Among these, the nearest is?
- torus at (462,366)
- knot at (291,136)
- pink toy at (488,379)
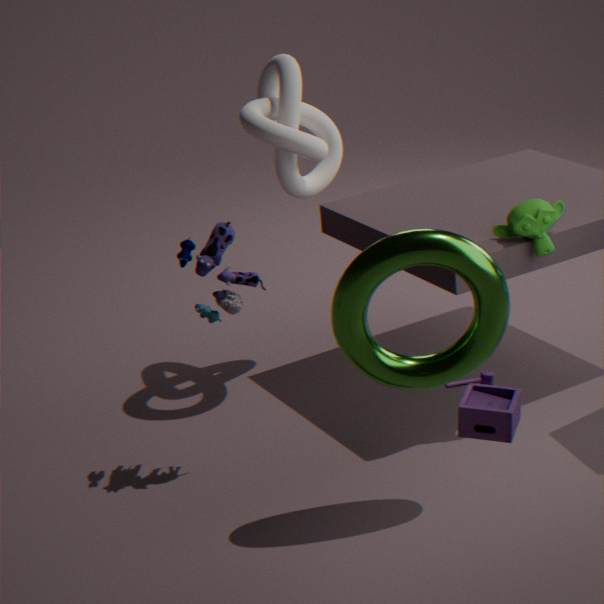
pink toy at (488,379)
